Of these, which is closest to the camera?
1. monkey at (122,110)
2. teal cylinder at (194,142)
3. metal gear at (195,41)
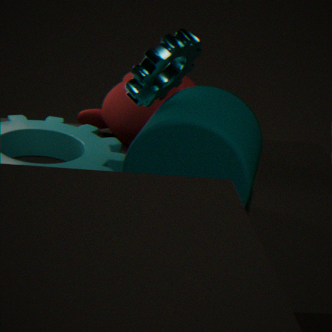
teal cylinder at (194,142)
